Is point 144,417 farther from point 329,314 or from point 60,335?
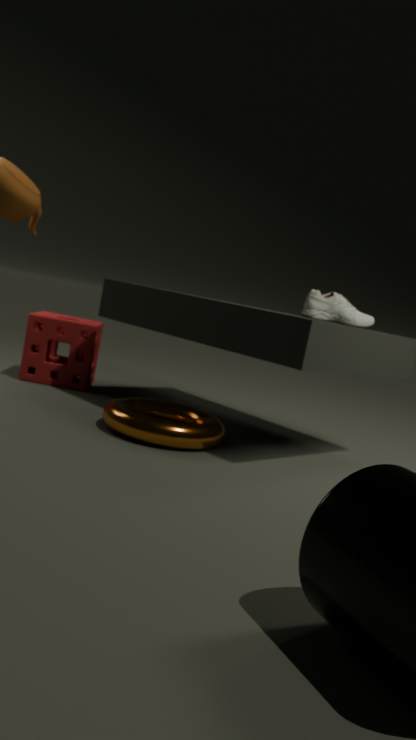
point 60,335
